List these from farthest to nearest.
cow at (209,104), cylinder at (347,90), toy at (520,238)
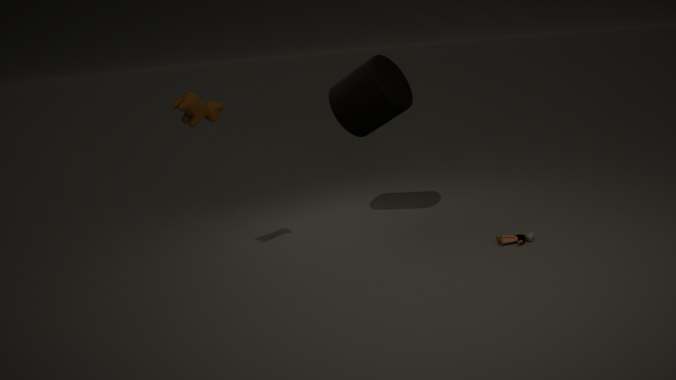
cylinder at (347,90), toy at (520,238), cow at (209,104)
